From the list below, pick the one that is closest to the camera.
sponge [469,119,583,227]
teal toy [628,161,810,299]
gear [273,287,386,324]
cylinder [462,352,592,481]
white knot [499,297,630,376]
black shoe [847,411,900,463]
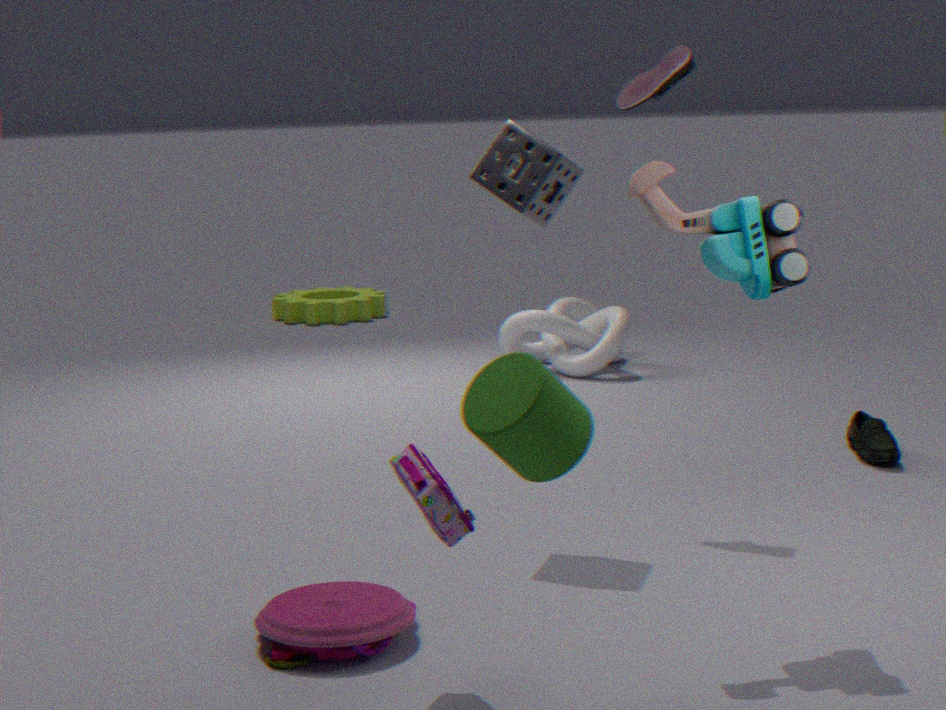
cylinder [462,352,592,481]
